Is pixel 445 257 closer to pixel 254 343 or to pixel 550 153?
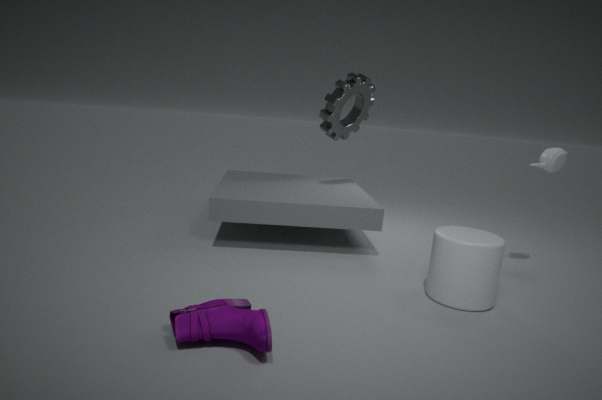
pixel 550 153
